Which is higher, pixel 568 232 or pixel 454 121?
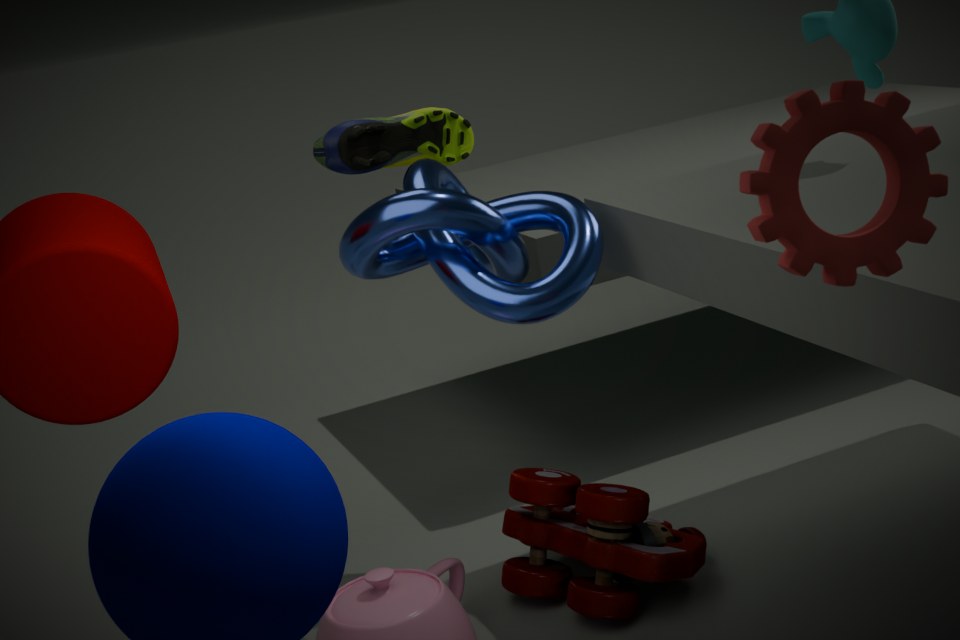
pixel 454 121
